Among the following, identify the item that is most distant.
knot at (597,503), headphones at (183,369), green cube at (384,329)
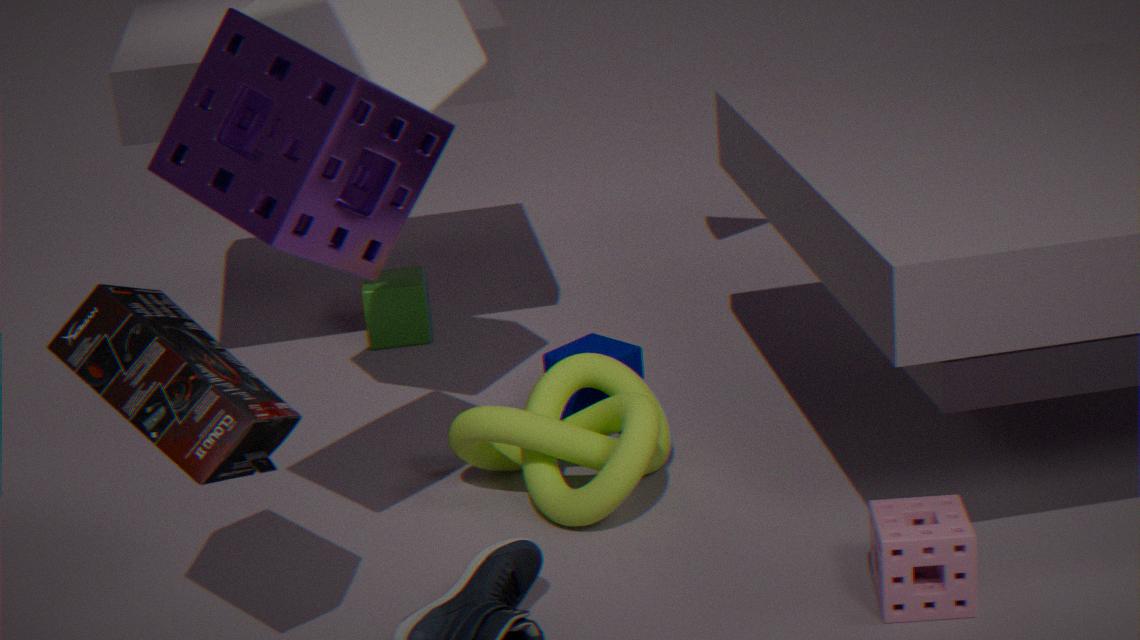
green cube at (384,329)
